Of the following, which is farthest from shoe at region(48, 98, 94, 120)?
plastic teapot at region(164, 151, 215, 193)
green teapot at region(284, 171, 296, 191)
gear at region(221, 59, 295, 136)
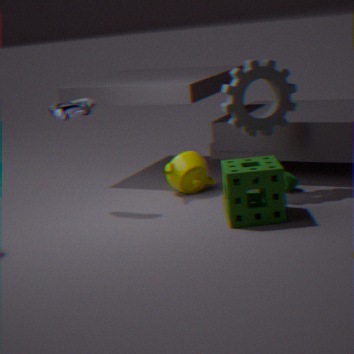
green teapot at region(284, 171, 296, 191)
